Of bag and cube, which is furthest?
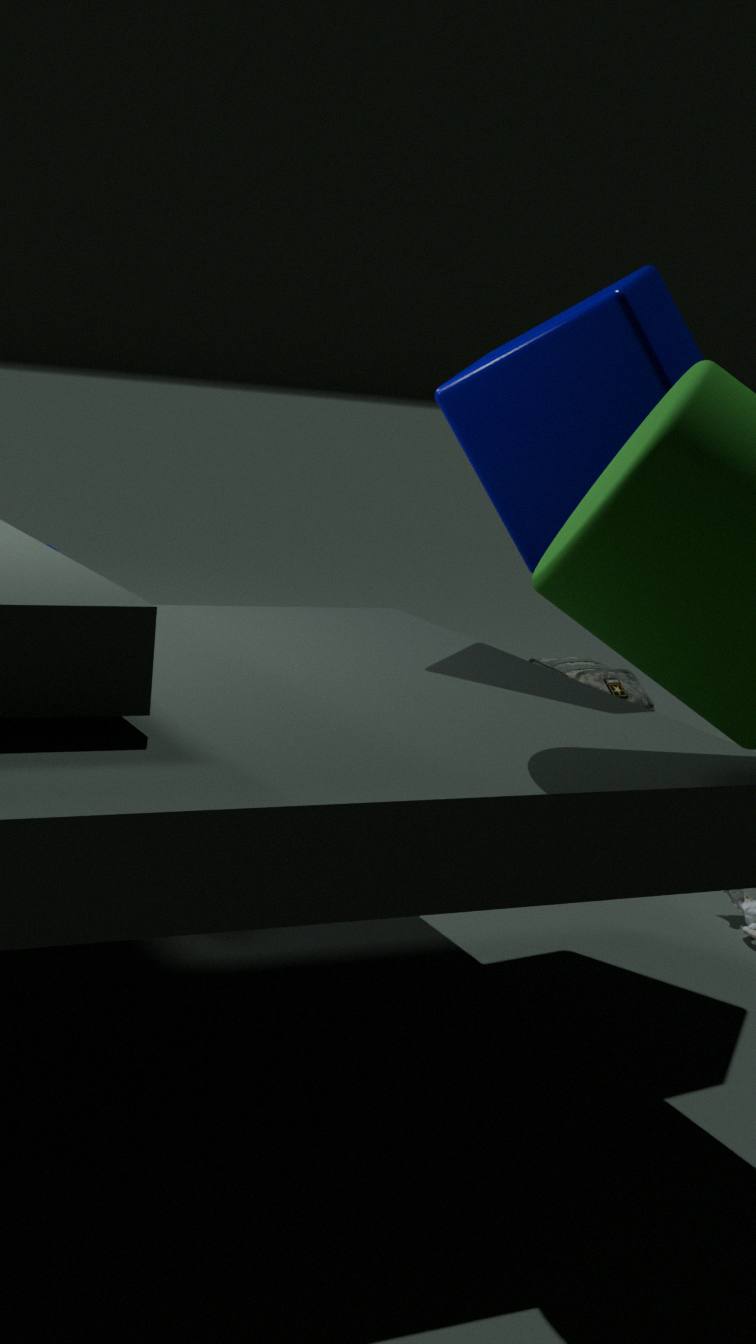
bag
